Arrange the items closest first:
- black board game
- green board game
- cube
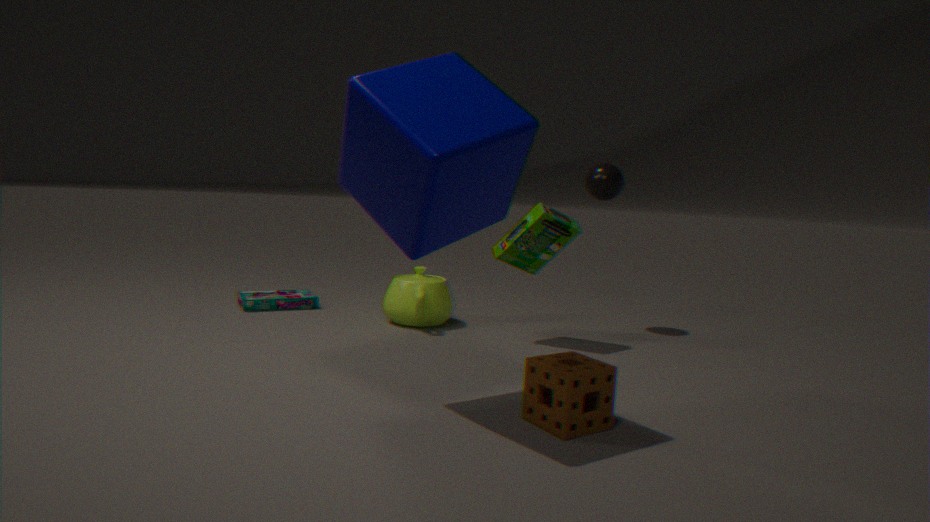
cube, green board game, black board game
